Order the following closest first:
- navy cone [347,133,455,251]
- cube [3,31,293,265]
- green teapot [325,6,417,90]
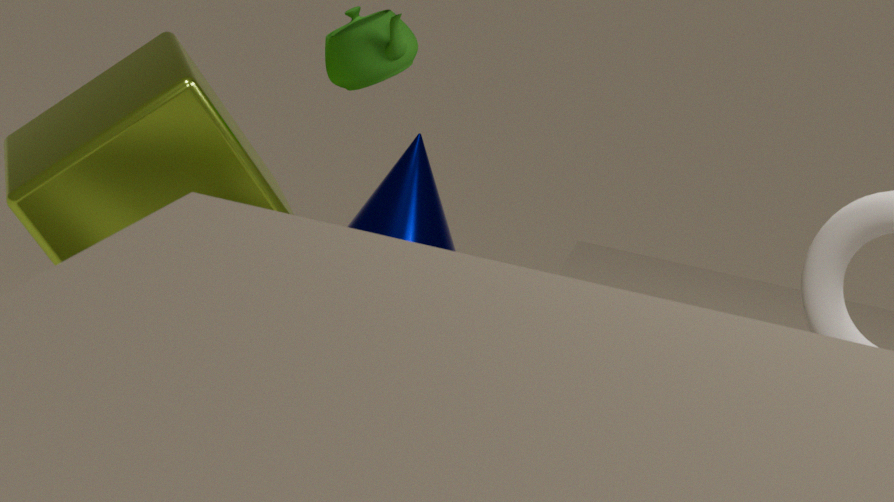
cube [3,31,293,265]
green teapot [325,6,417,90]
navy cone [347,133,455,251]
